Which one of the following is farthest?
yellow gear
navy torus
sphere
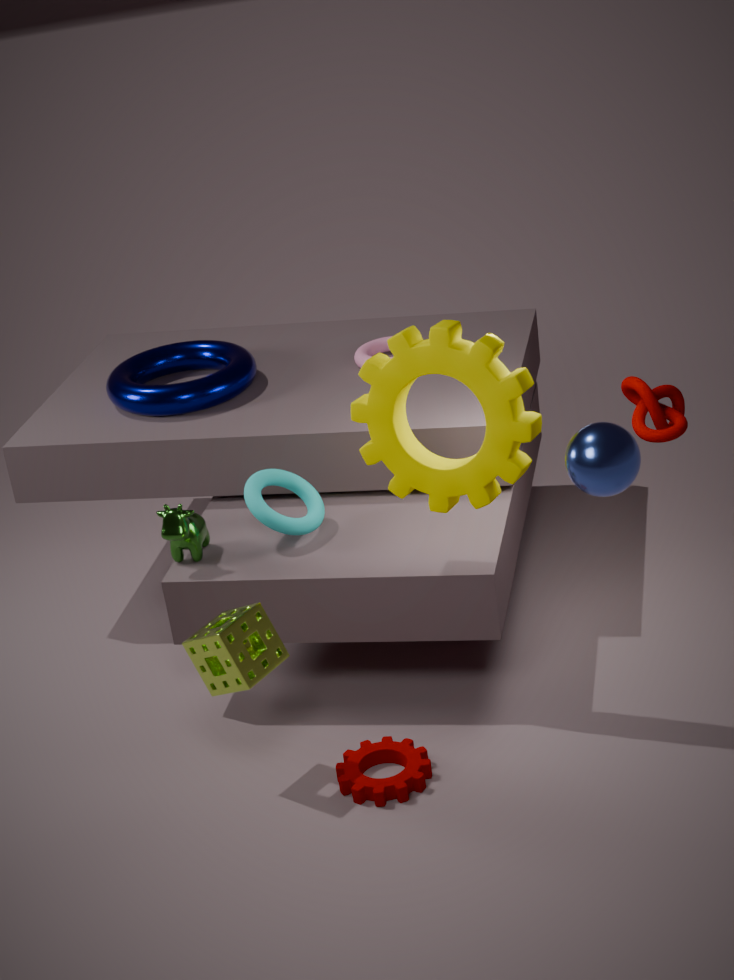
navy torus
